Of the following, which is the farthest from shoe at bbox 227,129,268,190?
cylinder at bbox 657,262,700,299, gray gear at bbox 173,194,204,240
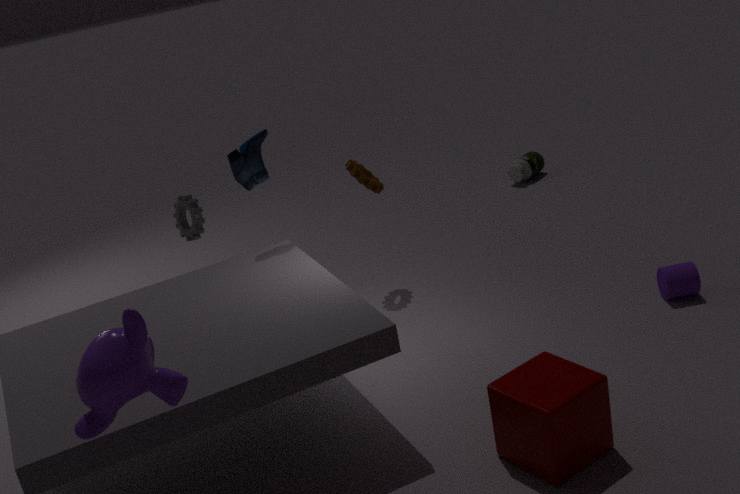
cylinder at bbox 657,262,700,299
